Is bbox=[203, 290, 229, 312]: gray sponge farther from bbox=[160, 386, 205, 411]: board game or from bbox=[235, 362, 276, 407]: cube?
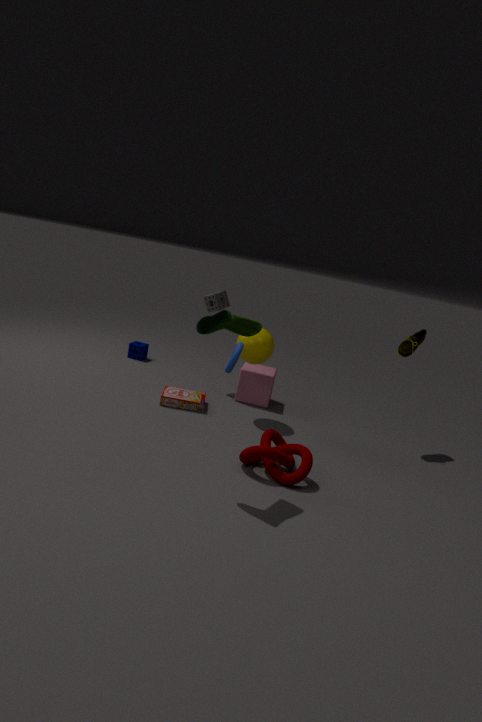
bbox=[160, 386, 205, 411]: board game
